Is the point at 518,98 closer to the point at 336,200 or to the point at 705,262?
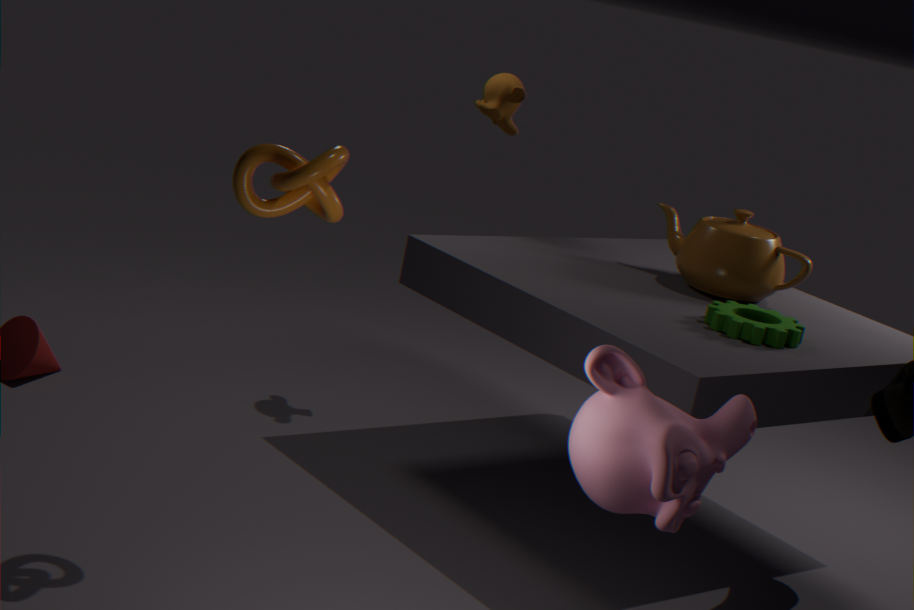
the point at 705,262
